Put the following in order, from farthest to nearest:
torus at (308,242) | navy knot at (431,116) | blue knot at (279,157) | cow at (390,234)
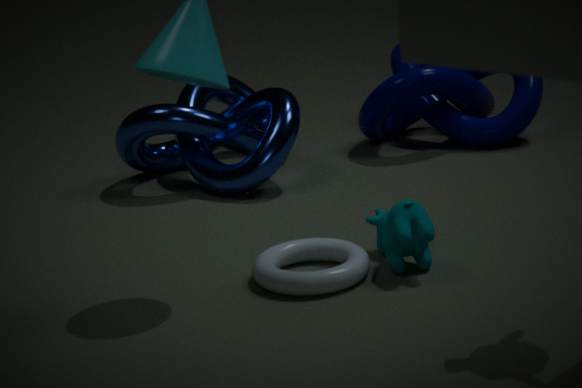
navy knot at (431,116) < blue knot at (279,157) < cow at (390,234) < torus at (308,242)
